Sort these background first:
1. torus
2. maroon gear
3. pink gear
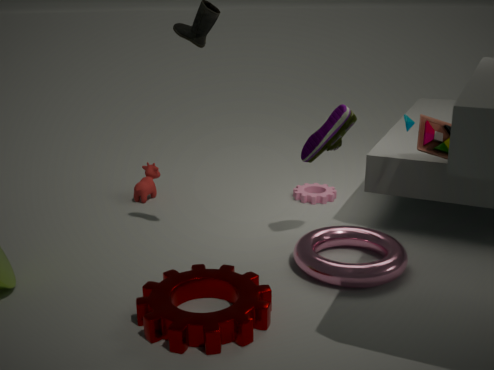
pink gear < torus < maroon gear
